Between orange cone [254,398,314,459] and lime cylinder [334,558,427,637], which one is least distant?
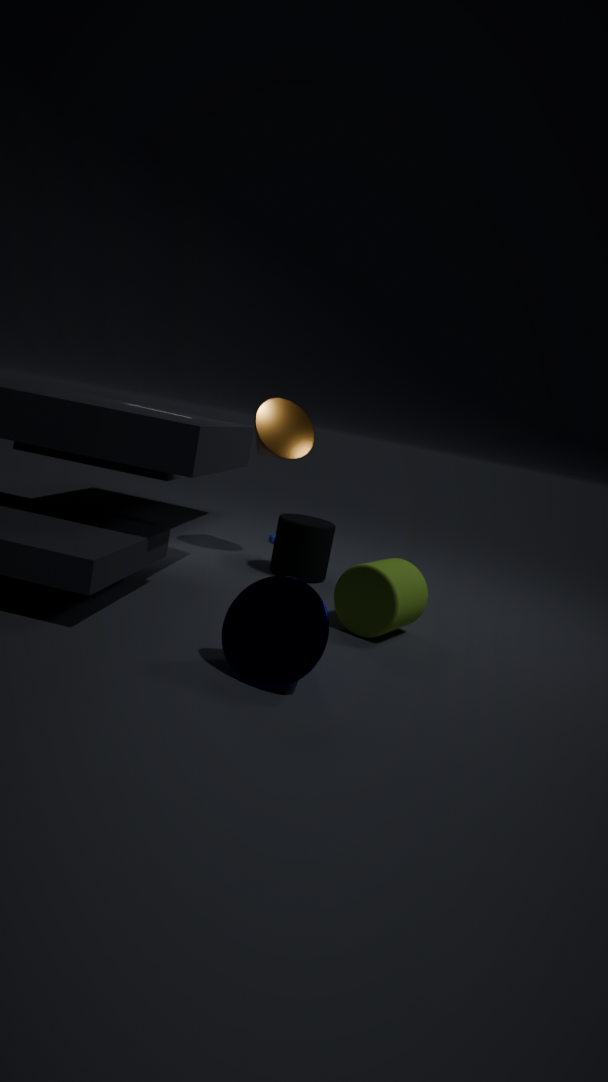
lime cylinder [334,558,427,637]
